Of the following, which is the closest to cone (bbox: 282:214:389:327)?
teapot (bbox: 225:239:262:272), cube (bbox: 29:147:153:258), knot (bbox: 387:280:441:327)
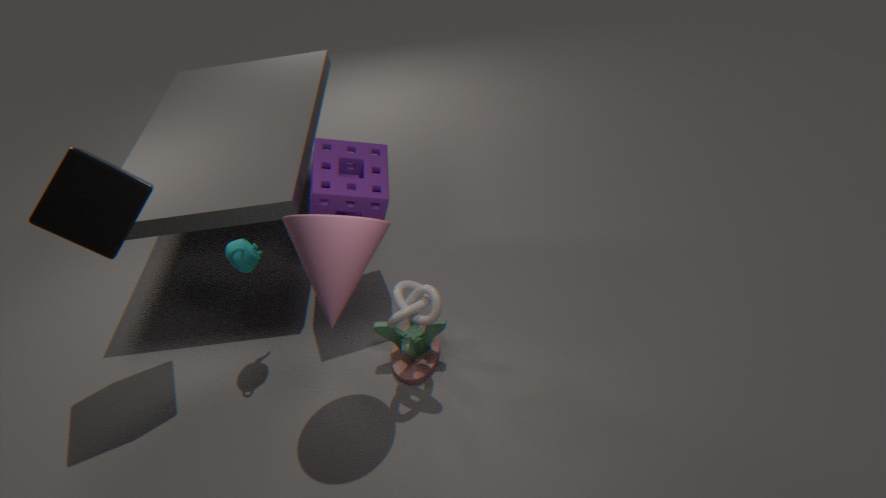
knot (bbox: 387:280:441:327)
